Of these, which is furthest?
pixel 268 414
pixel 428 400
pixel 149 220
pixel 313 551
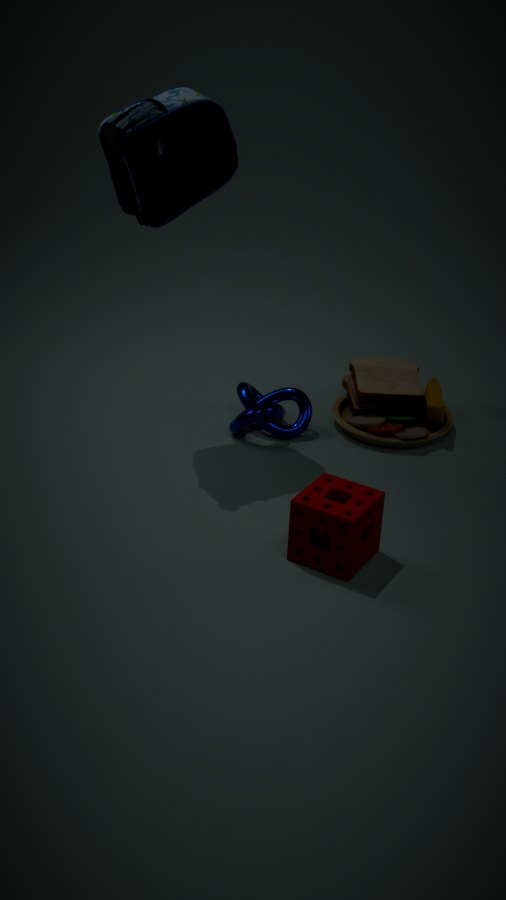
pixel 428 400
